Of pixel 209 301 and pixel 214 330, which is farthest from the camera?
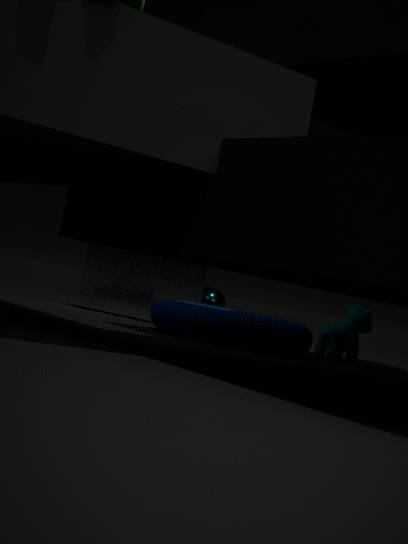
pixel 209 301
